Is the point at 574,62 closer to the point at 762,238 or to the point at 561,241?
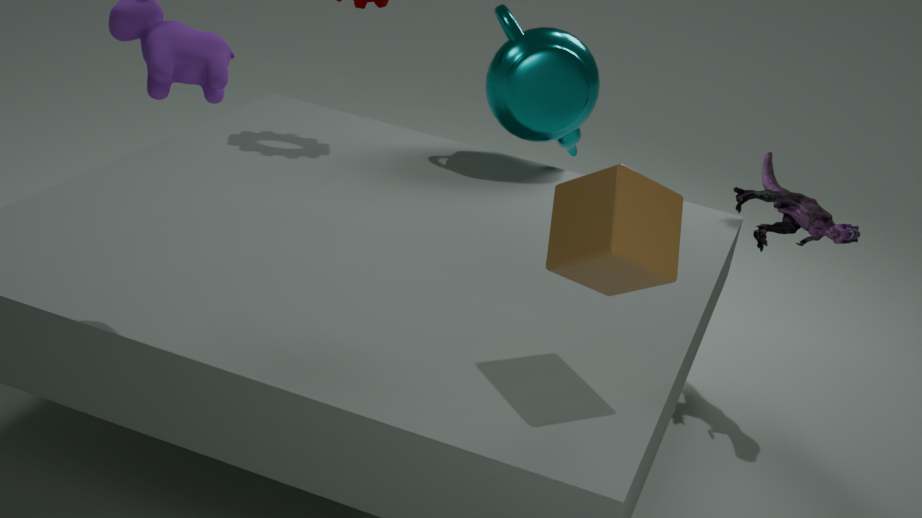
the point at 762,238
